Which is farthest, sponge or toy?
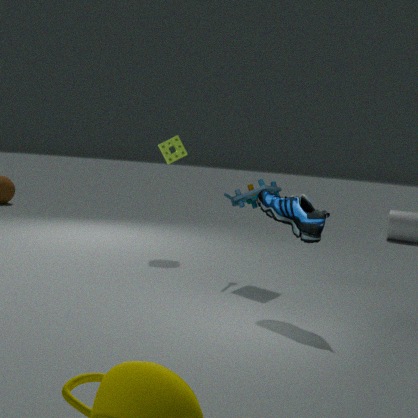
sponge
